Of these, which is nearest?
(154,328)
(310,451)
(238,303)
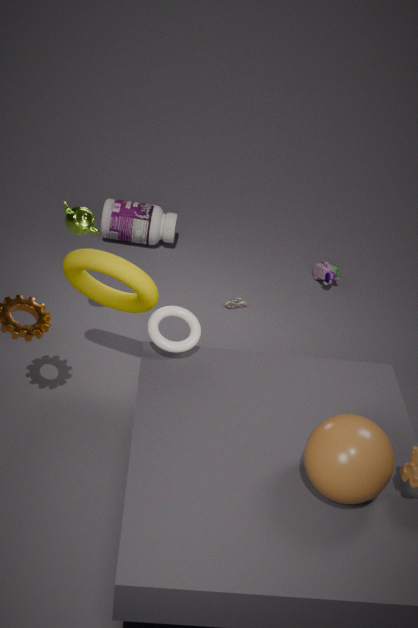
(310,451)
